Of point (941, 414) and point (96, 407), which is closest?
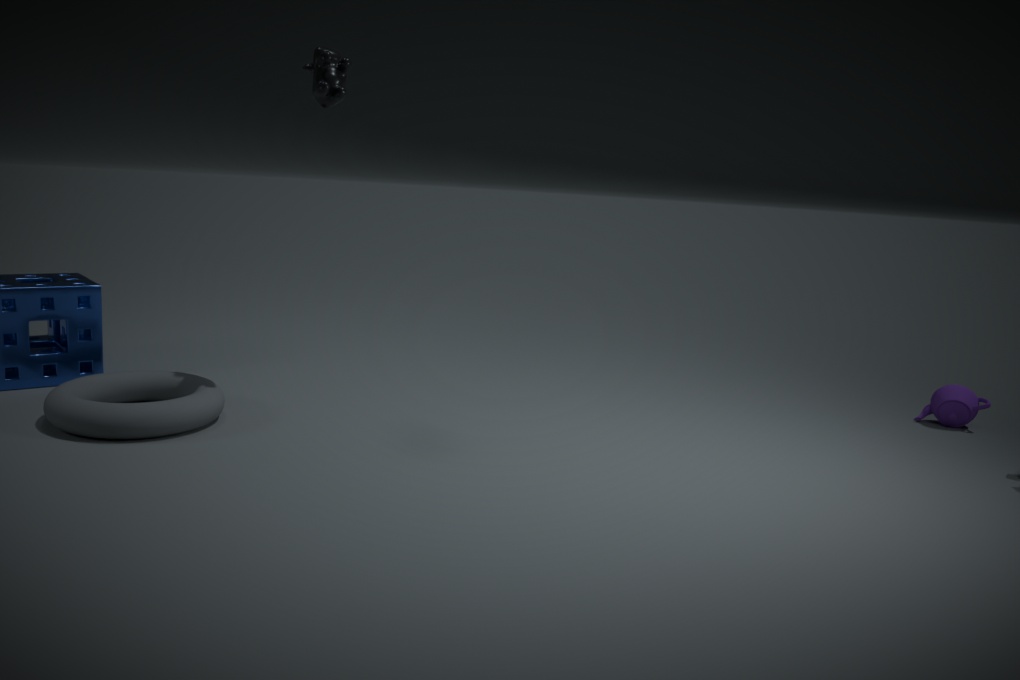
point (96, 407)
